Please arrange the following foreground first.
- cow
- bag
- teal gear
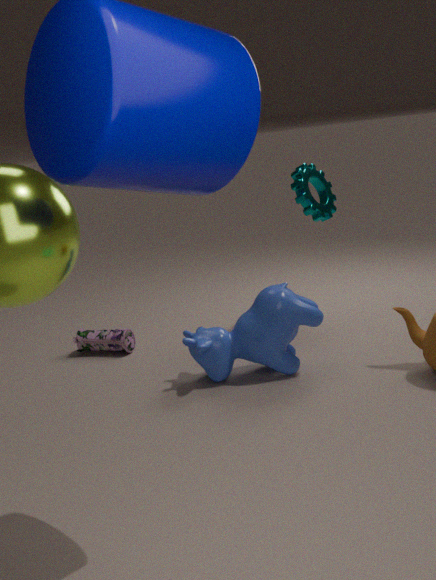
cow → teal gear → bag
